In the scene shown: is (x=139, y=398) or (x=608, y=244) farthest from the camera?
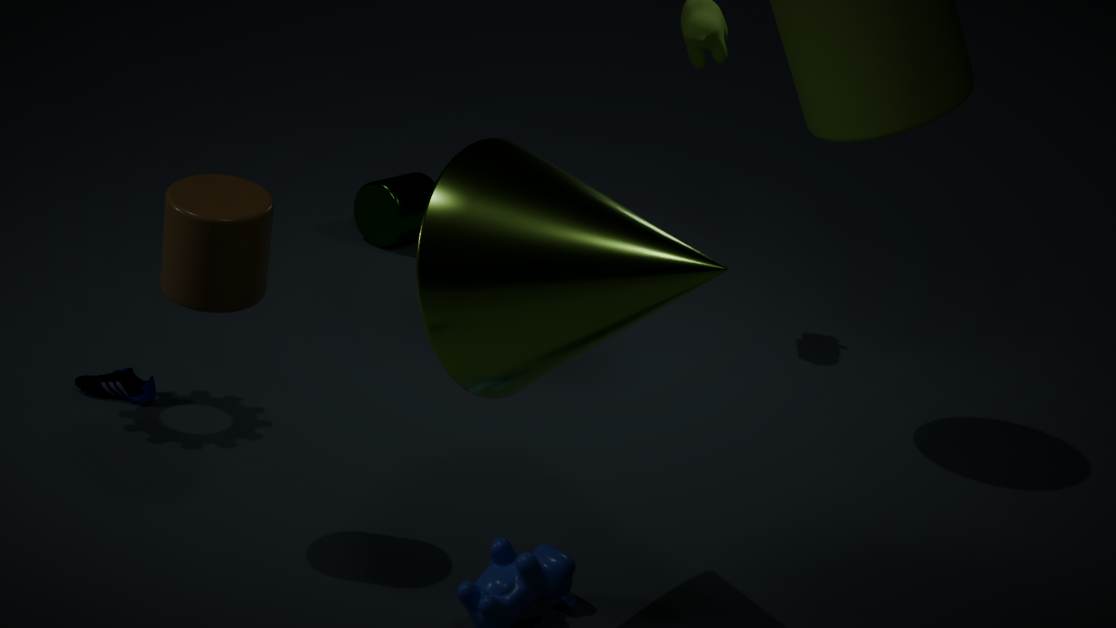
(x=139, y=398)
